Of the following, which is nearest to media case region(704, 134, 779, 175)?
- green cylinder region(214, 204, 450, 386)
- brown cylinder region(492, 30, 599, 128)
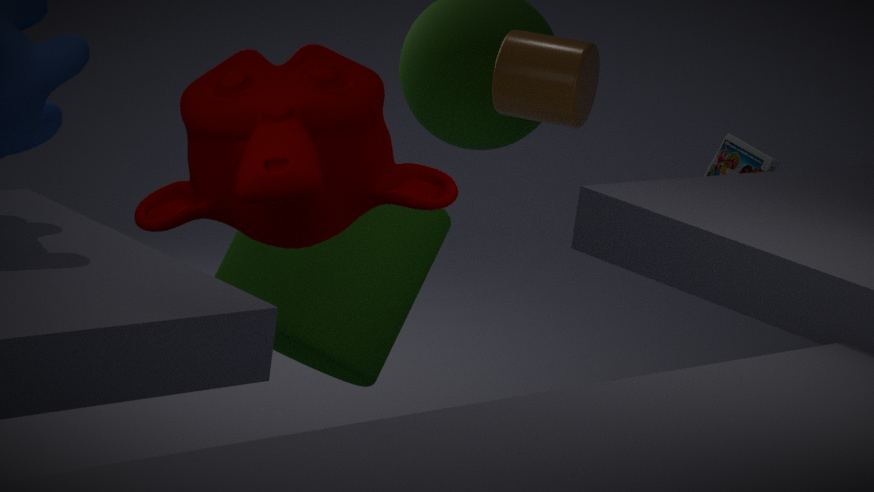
brown cylinder region(492, 30, 599, 128)
